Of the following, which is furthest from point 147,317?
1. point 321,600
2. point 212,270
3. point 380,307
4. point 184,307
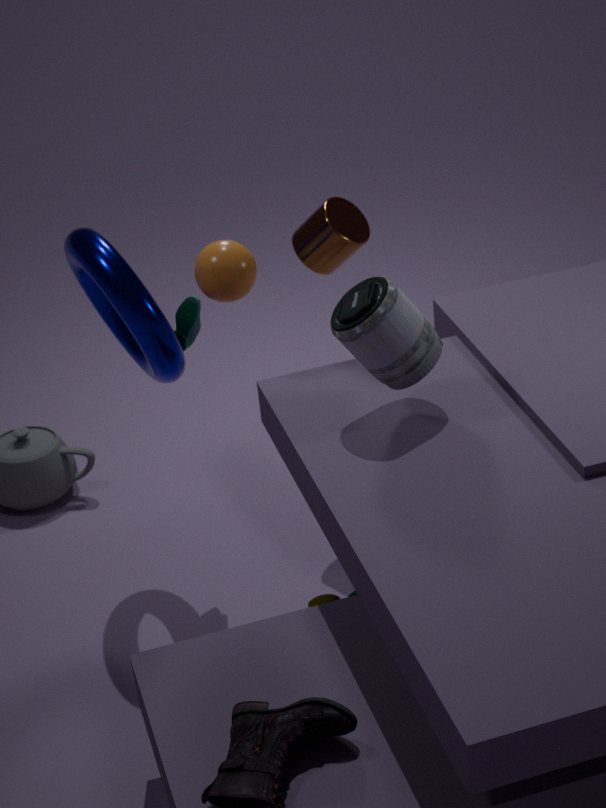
point 321,600
